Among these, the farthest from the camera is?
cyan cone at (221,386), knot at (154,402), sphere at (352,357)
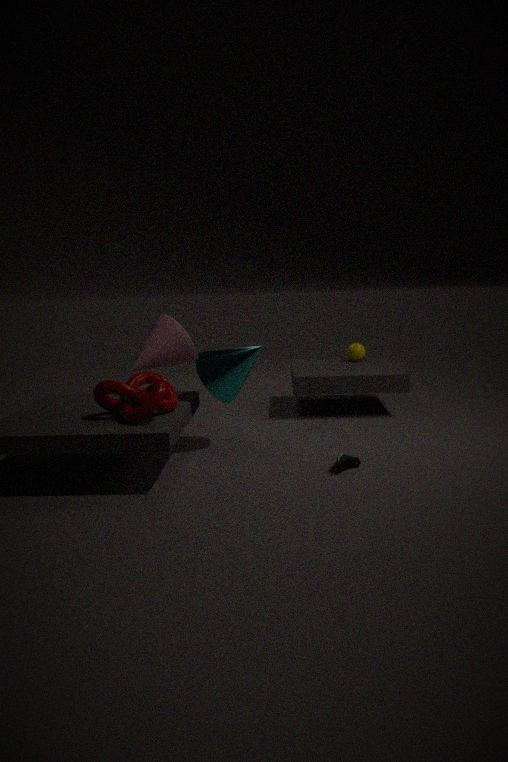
sphere at (352,357)
